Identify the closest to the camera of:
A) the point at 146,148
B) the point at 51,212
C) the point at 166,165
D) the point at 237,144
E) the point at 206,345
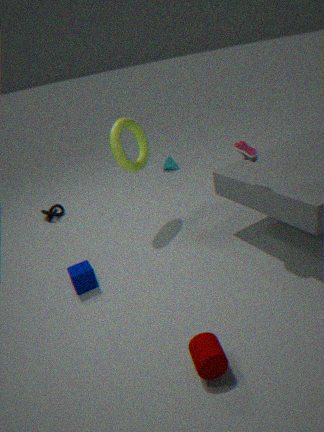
the point at 206,345
